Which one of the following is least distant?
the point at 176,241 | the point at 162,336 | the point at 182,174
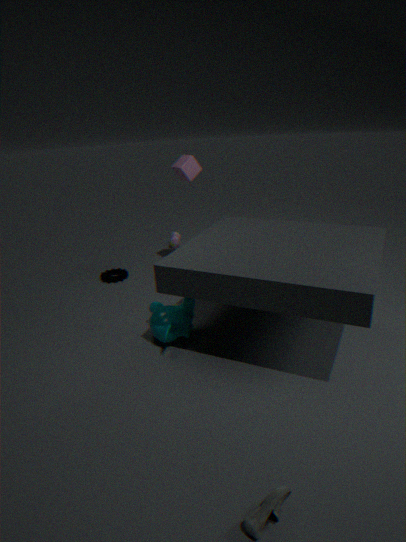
the point at 162,336
